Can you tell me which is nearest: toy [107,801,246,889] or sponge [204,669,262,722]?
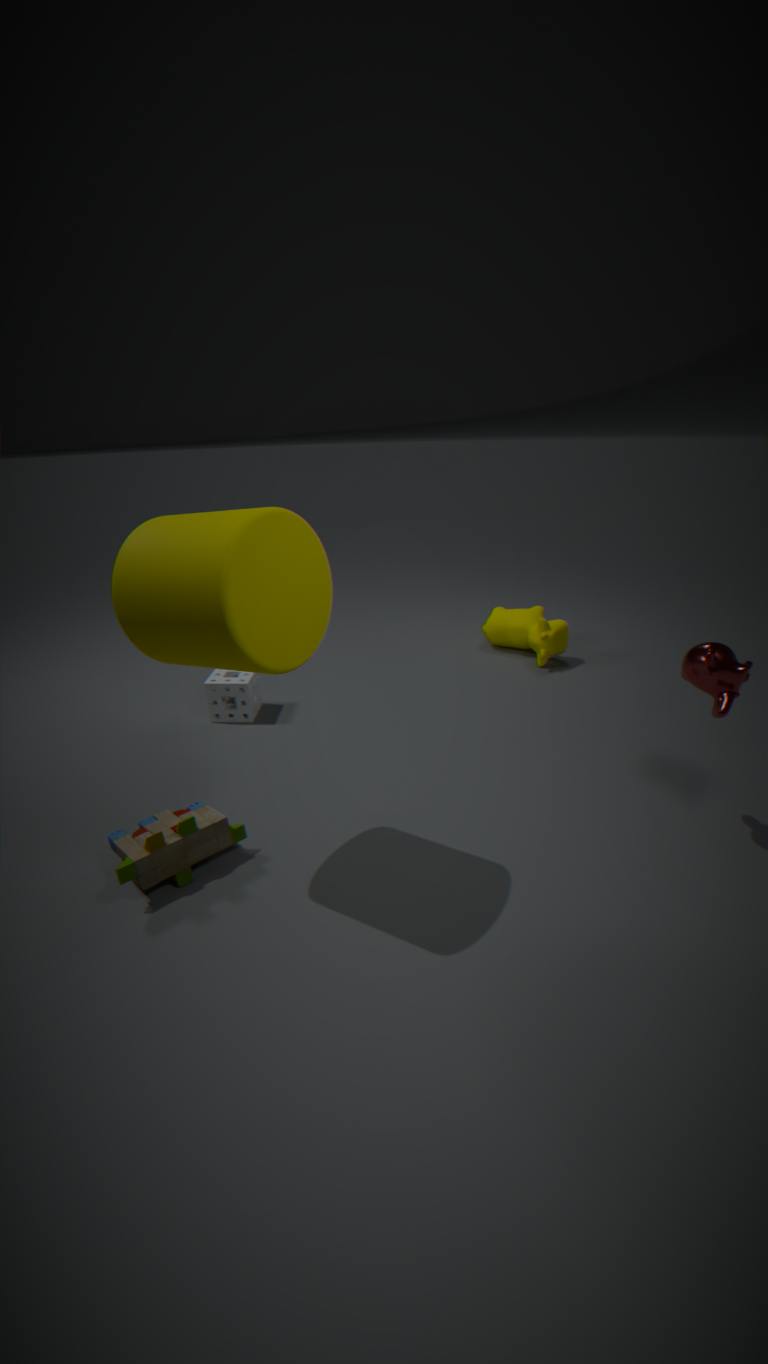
toy [107,801,246,889]
